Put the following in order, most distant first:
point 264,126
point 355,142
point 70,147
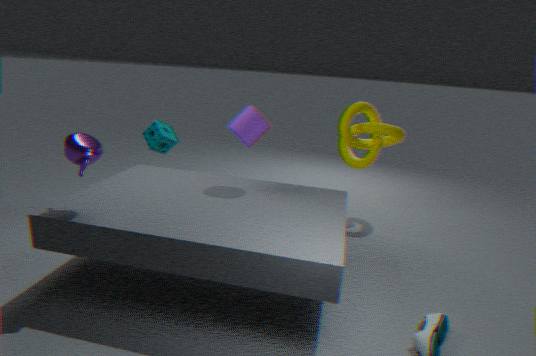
point 355,142, point 264,126, point 70,147
